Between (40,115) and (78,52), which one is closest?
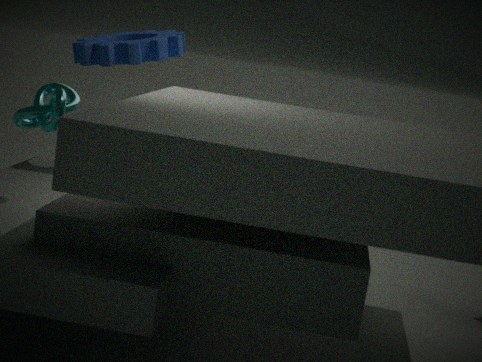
(40,115)
